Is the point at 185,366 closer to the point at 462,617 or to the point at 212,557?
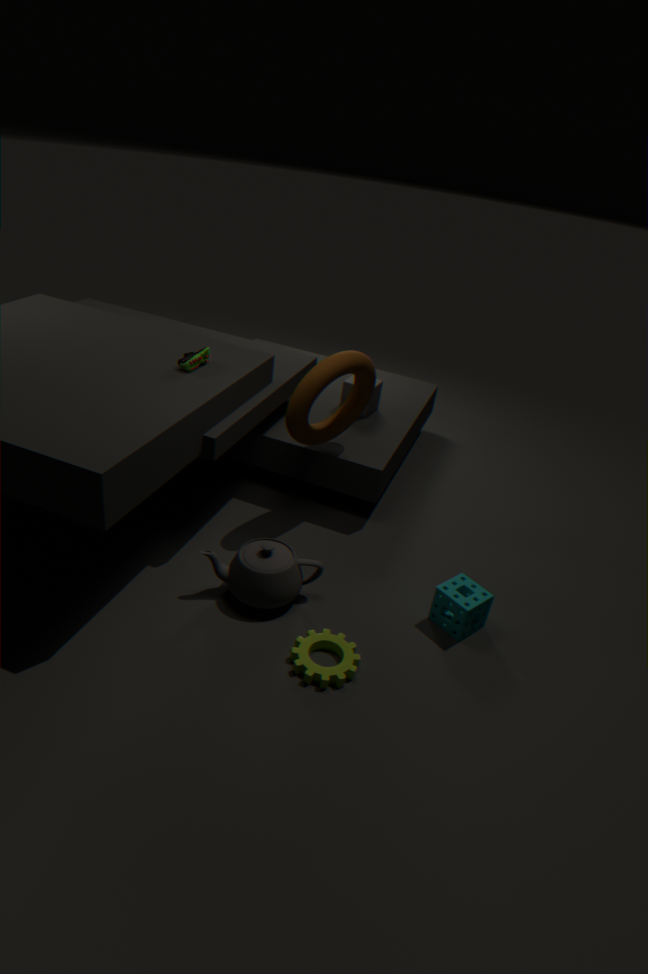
the point at 212,557
